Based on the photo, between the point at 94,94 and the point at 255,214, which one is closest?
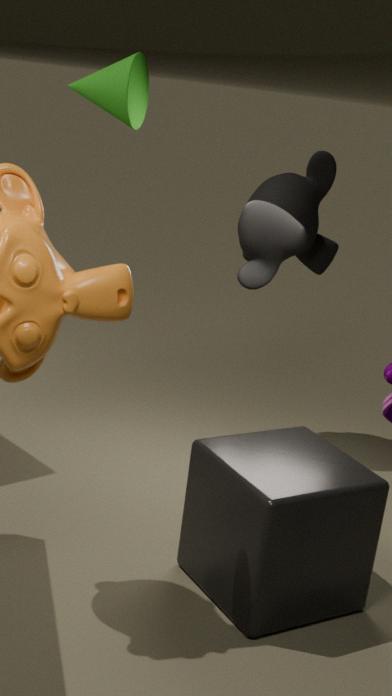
the point at 94,94
